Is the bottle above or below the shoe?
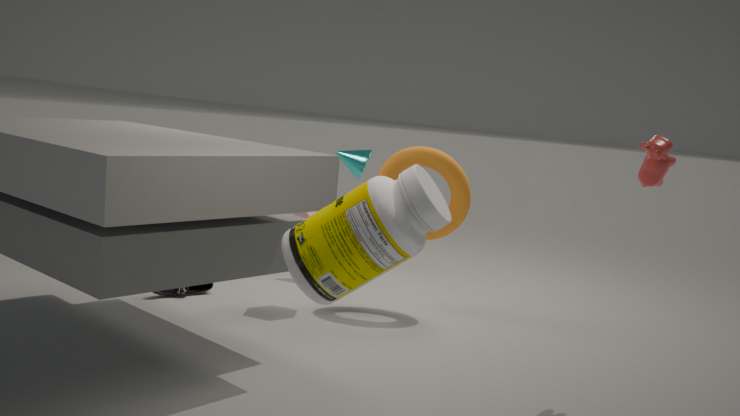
above
